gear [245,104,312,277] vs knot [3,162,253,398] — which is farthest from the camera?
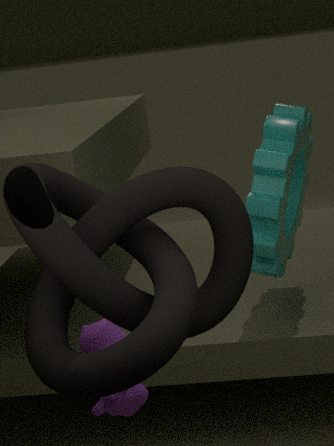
gear [245,104,312,277]
